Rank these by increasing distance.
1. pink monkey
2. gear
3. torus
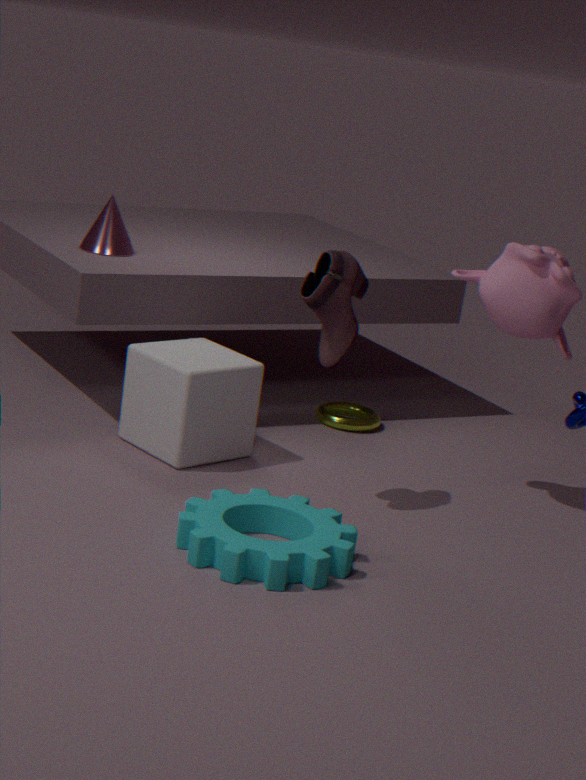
gear → pink monkey → torus
